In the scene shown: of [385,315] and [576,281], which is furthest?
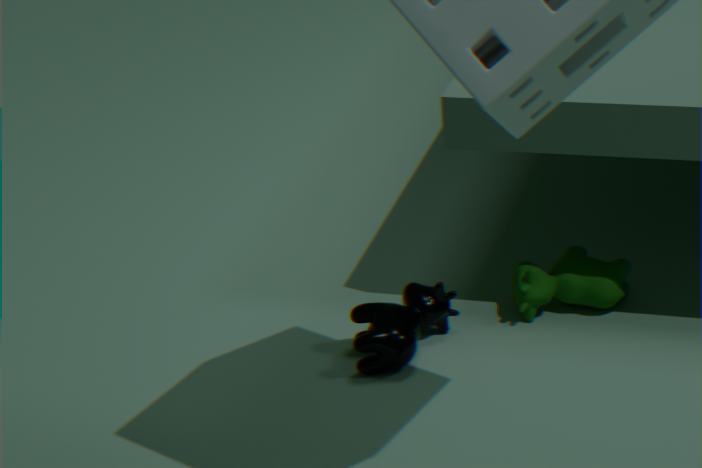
[576,281]
